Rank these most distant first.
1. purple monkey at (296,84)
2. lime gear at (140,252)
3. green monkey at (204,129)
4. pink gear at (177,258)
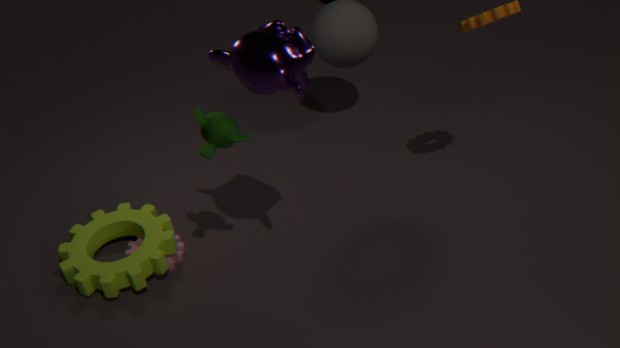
pink gear at (177,258) → lime gear at (140,252) → green monkey at (204,129) → purple monkey at (296,84)
